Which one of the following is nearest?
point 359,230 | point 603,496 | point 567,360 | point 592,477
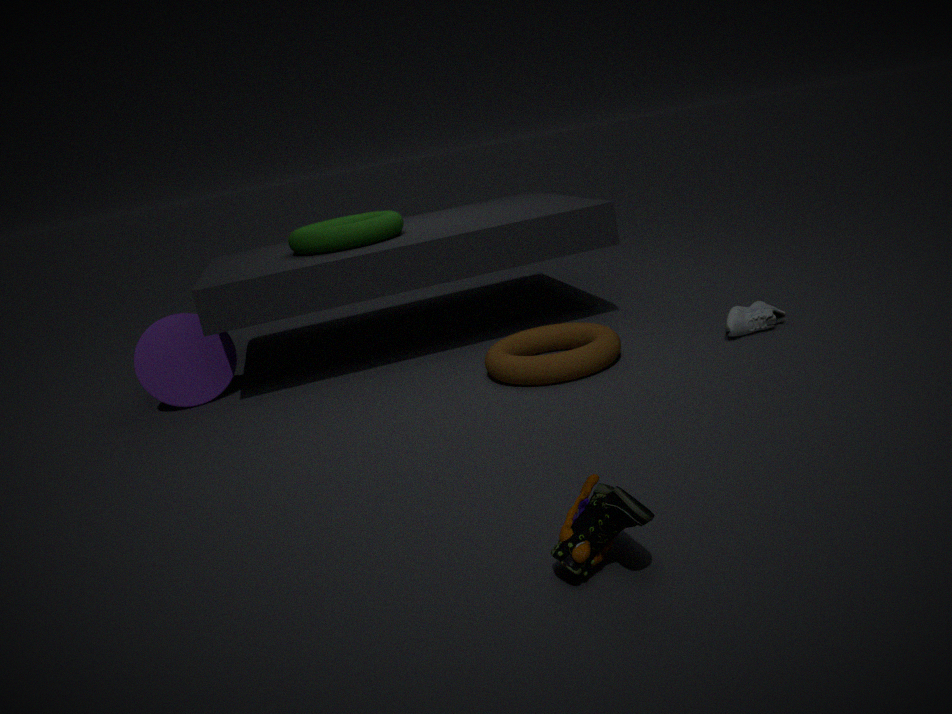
point 603,496
